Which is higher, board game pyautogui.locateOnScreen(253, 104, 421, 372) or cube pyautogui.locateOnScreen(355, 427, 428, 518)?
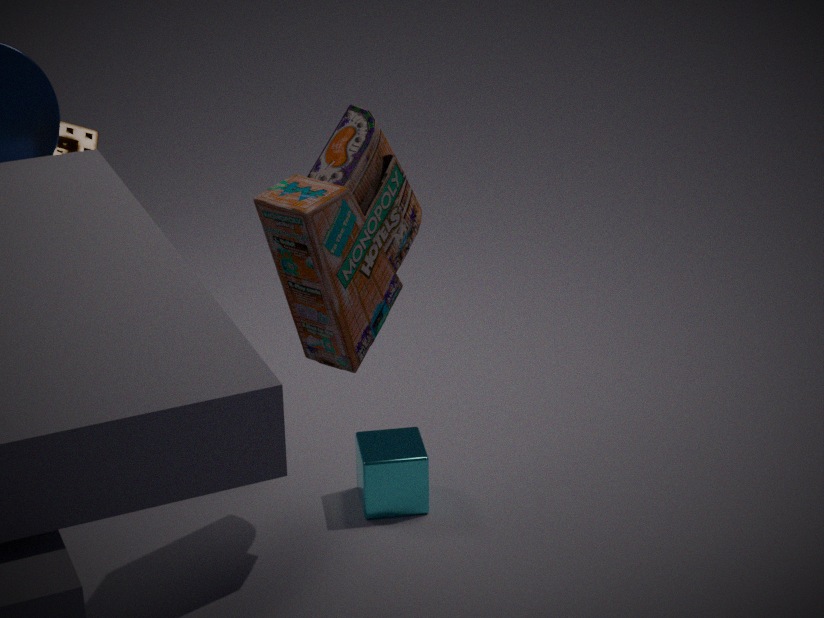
board game pyautogui.locateOnScreen(253, 104, 421, 372)
